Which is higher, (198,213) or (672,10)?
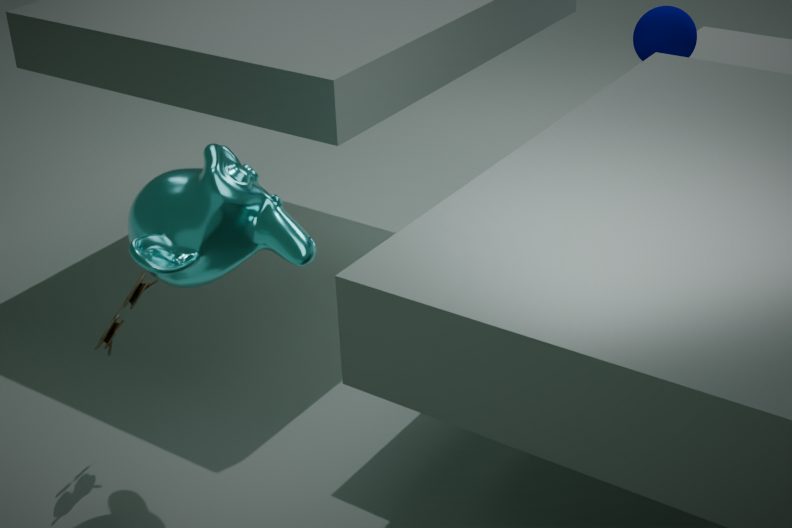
(672,10)
